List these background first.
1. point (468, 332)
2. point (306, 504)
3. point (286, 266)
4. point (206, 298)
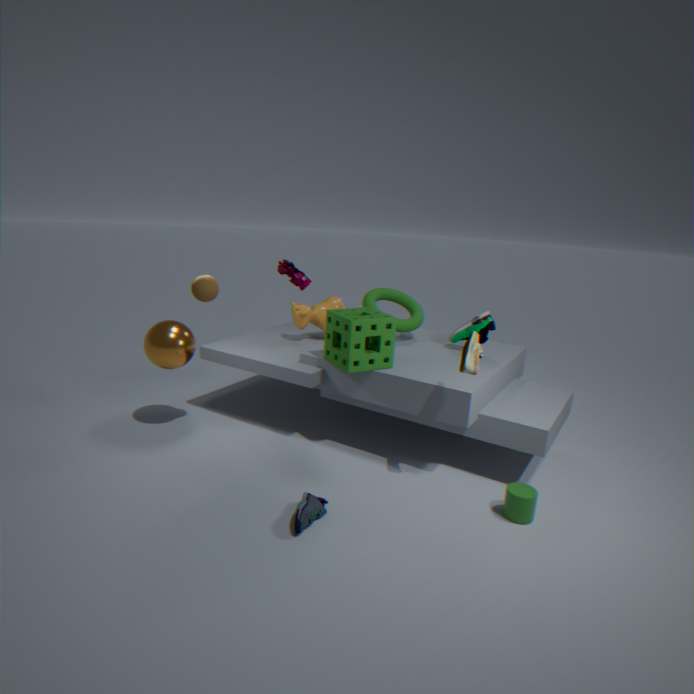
point (286, 266) → point (468, 332) → point (206, 298) → point (306, 504)
